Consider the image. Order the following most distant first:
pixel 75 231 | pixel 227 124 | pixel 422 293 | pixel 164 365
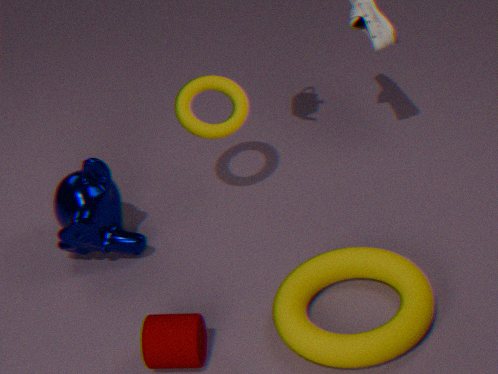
pixel 227 124 < pixel 75 231 < pixel 422 293 < pixel 164 365
